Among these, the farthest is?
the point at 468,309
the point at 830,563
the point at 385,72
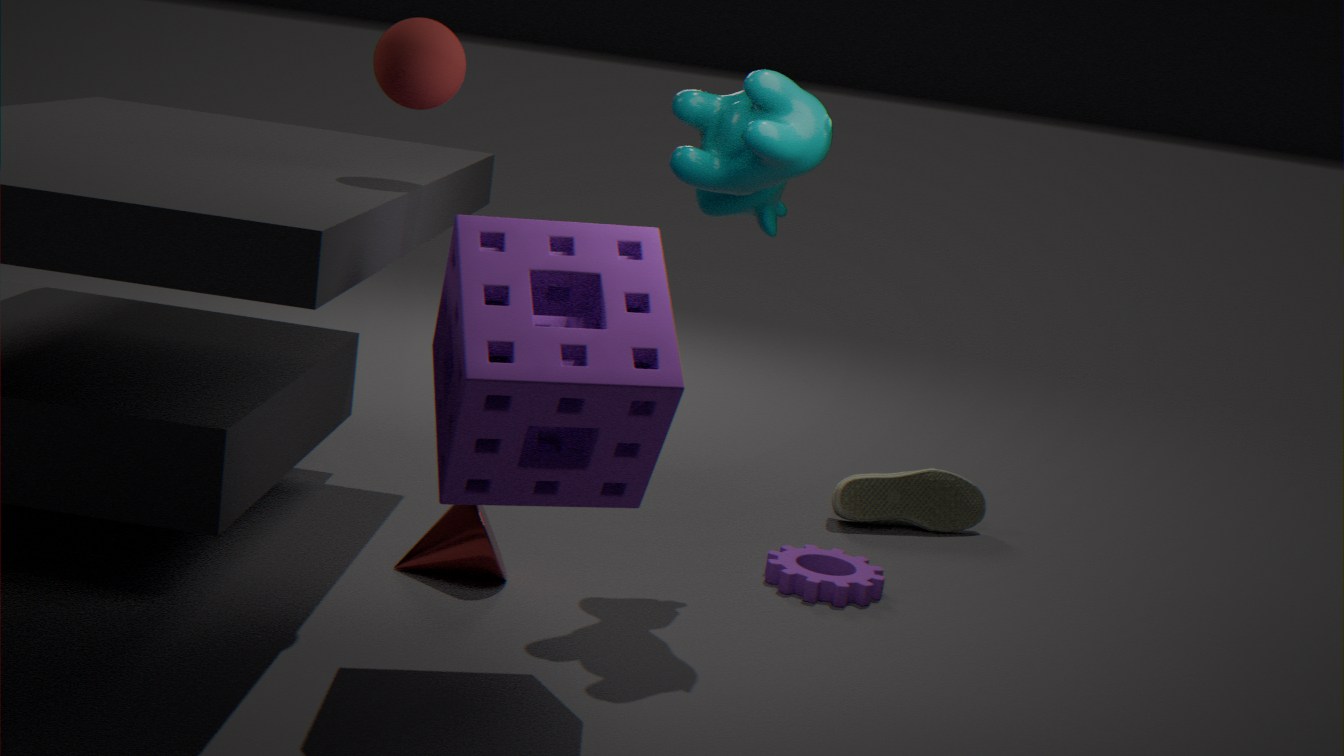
the point at 830,563
